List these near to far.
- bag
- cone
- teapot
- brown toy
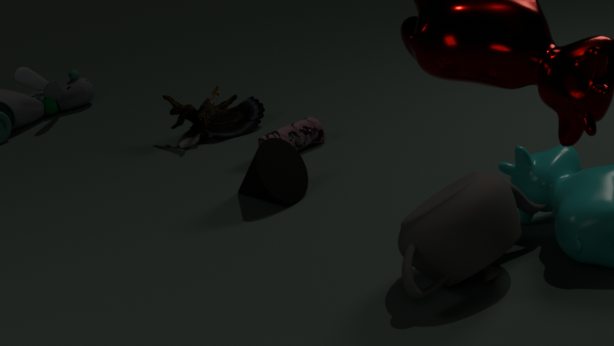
teapot, cone, bag, brown toy
